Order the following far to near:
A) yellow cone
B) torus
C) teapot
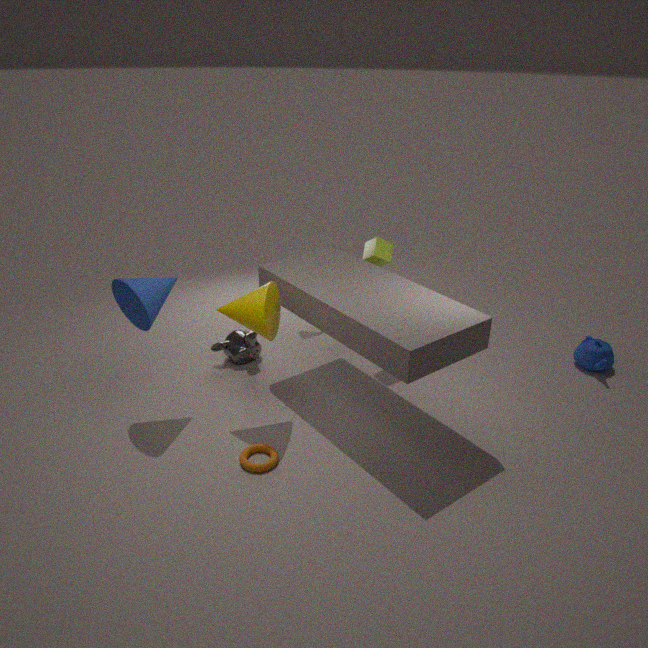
teapot
yellow cone
torus
